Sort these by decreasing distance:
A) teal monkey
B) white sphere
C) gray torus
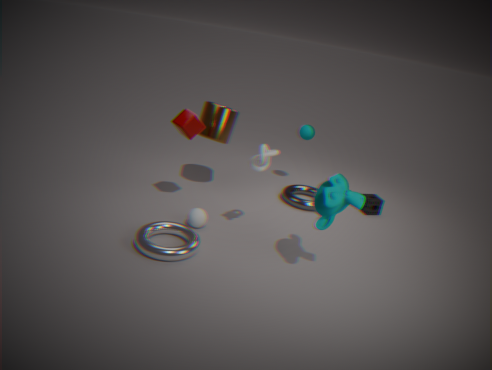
gray torus
white sphere
teal monkey
